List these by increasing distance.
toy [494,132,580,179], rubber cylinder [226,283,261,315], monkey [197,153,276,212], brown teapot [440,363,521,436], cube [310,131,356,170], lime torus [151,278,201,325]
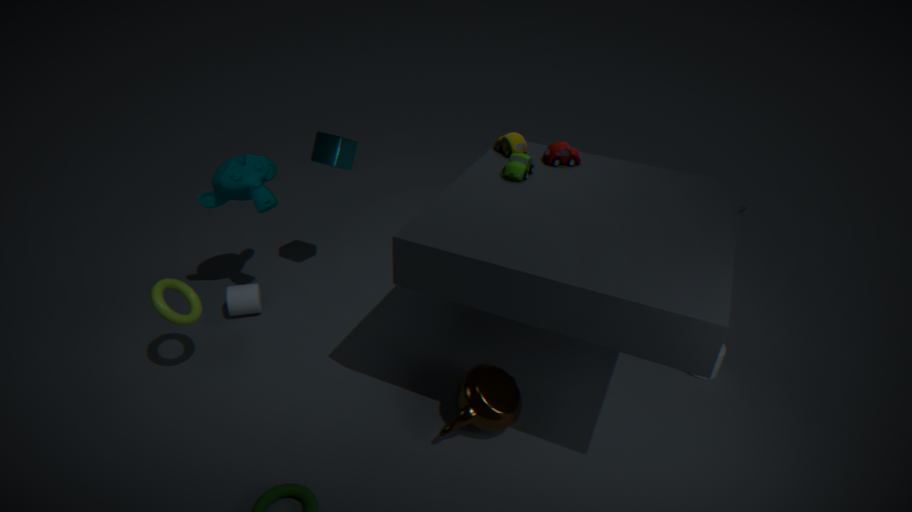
brown teapot [440,363,521,436] → lime torus [151,278,201,325] → toy [494,132,580,179] → monkey [197,153,276,212] → cube [310,131,356,170] → rubber cylinder [226,283,261,315]
